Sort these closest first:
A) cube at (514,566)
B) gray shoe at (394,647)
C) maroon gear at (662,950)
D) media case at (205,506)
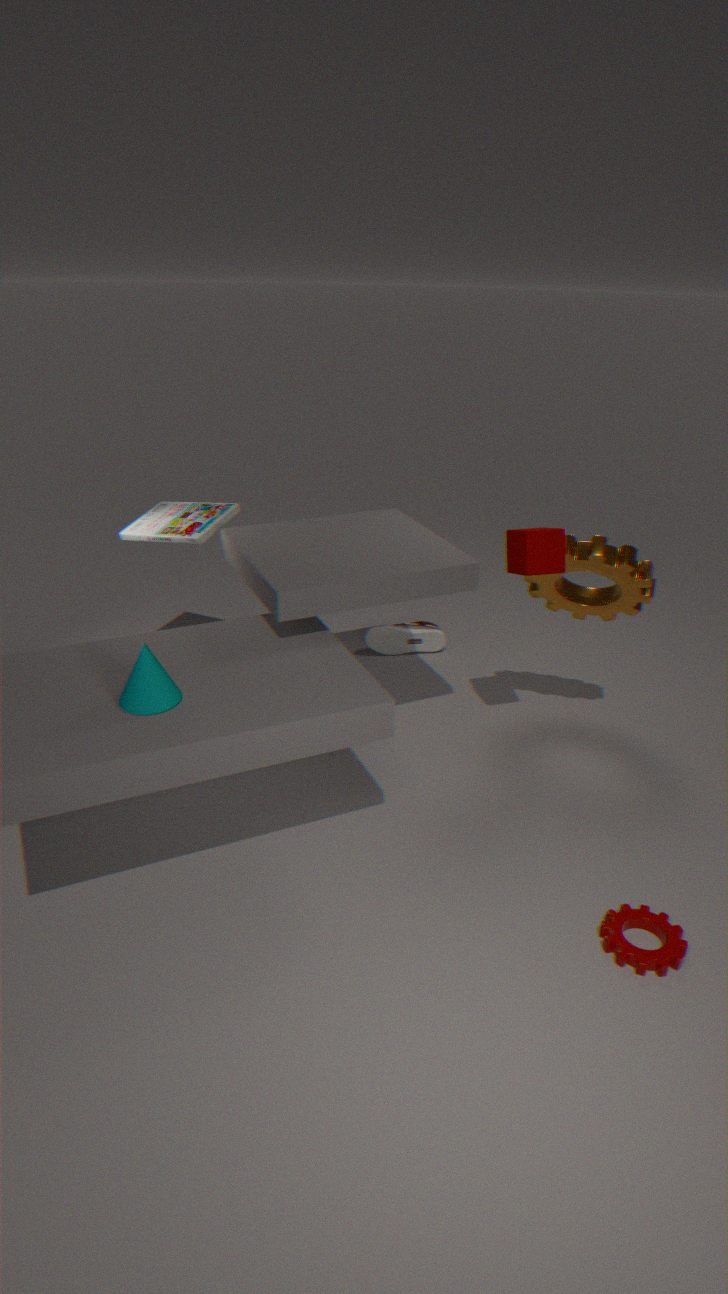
maroon gear at (662,950) → cube at (514,566) → media case at (205,506) → gray shoe at (394,647)
